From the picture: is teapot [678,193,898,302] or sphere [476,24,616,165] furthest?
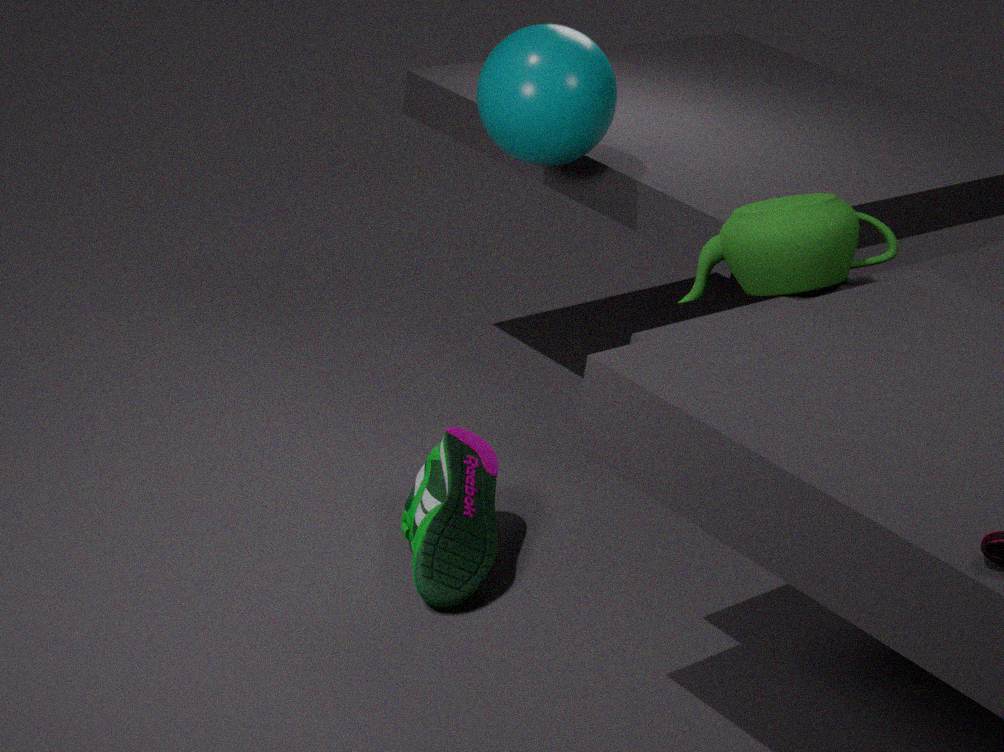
sphere [476,24,616,165]
